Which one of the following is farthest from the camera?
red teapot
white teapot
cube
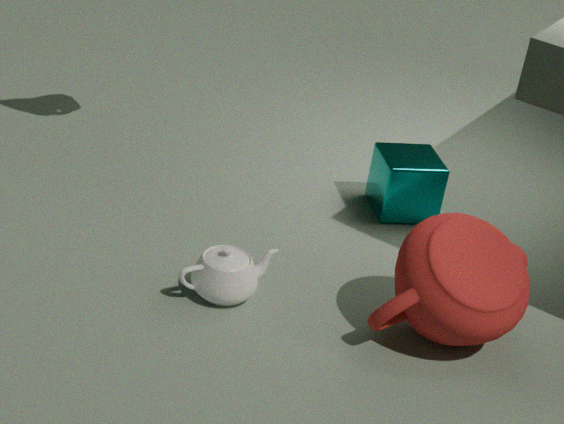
cube
